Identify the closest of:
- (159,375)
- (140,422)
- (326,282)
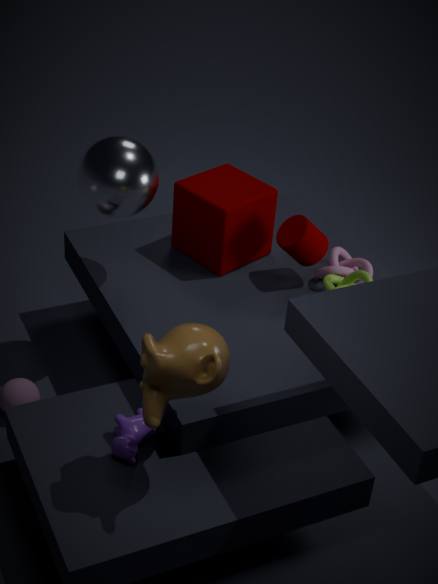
(159,375)
